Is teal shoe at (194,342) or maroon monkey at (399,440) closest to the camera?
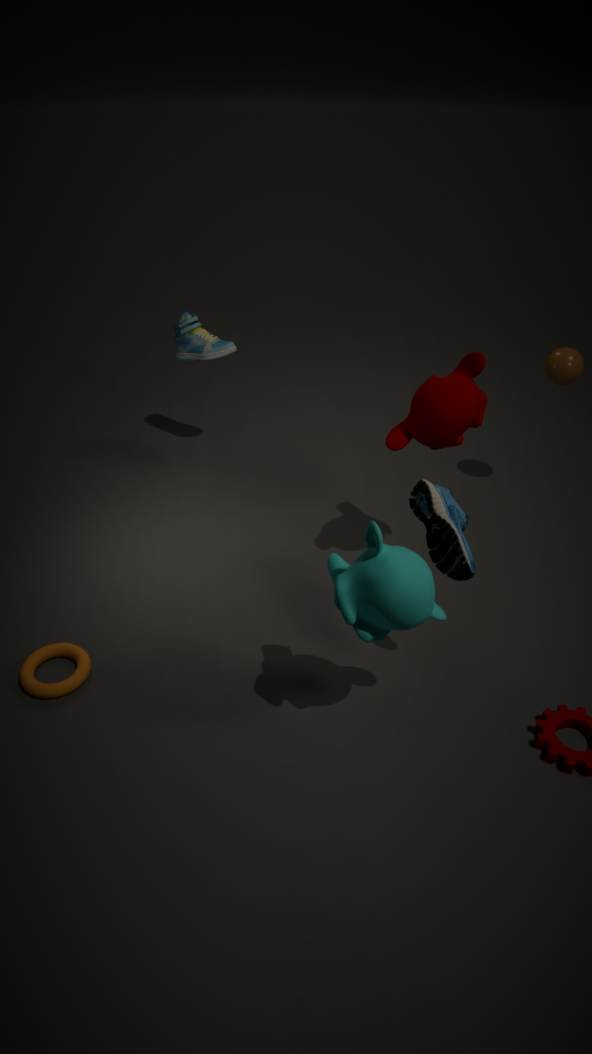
maroon monkey at (399,440)
